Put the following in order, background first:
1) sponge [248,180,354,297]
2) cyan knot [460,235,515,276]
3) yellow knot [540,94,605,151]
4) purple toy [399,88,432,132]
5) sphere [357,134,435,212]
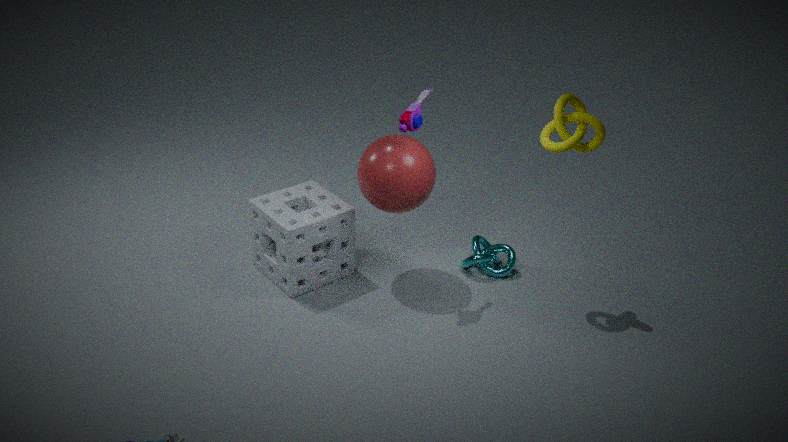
2. cyan knot [460,235,515,276] < 1. sponge [248,180,354,297] < 5. sphere [357,134,435,212] < 3. yellow knot [540,94,605,151] < 4. purple toy [399,88,432,132]
